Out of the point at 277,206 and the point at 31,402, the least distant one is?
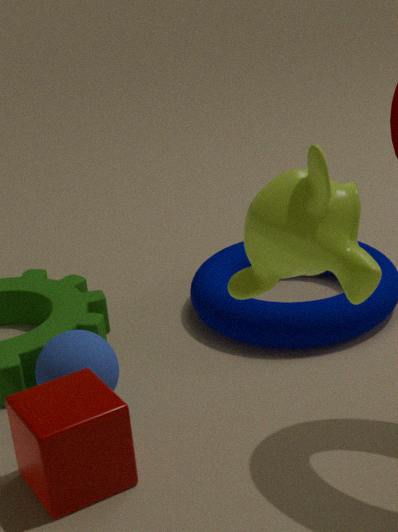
the point at 277,206
